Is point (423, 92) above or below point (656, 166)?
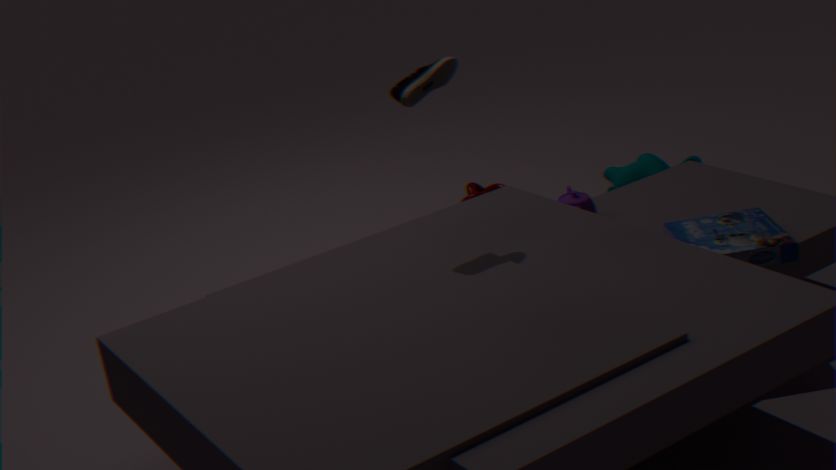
above
